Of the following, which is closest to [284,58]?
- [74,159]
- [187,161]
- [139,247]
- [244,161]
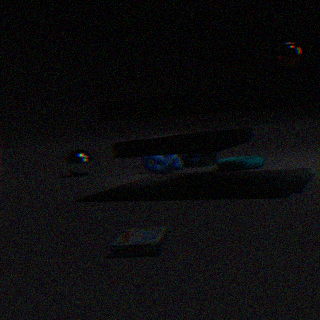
[244,161]
